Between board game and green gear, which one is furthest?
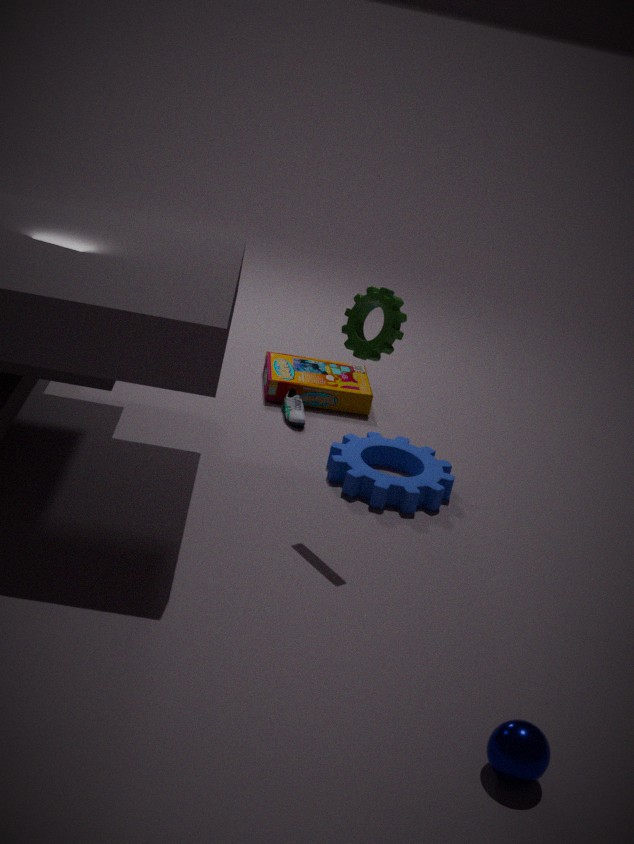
board game
